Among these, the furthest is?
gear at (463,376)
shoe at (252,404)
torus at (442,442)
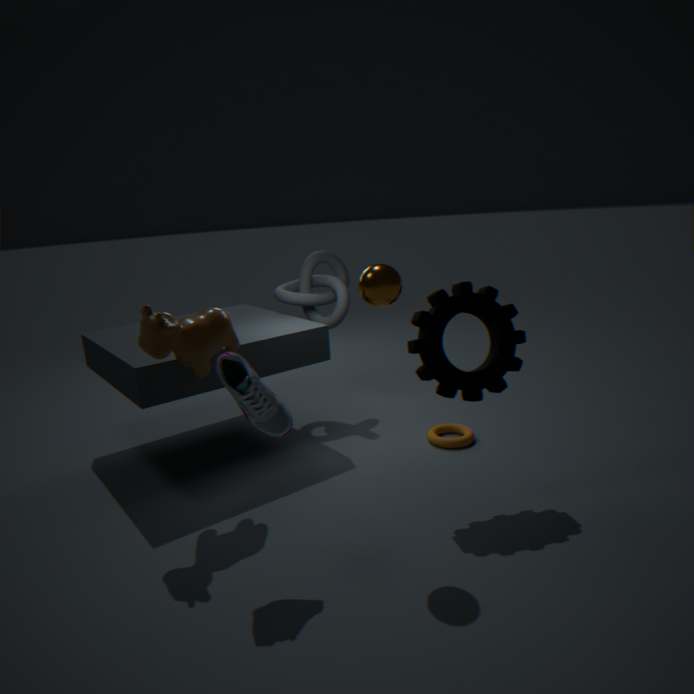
torus at (442,442)
